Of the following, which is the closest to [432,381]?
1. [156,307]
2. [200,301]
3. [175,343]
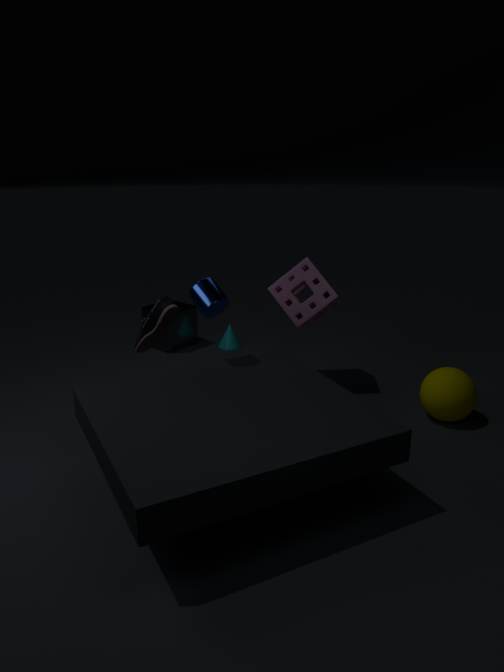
[200,301]
